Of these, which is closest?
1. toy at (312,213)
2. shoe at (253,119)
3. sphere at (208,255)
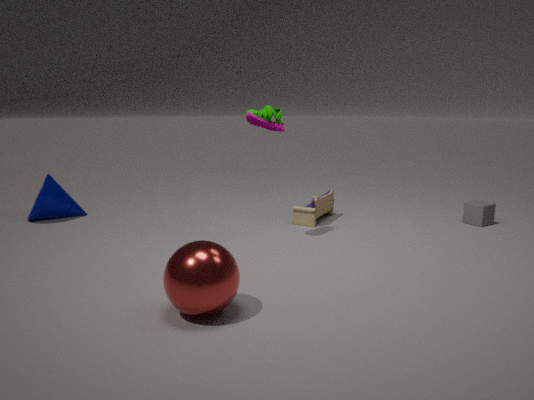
sphere at (208,255)
